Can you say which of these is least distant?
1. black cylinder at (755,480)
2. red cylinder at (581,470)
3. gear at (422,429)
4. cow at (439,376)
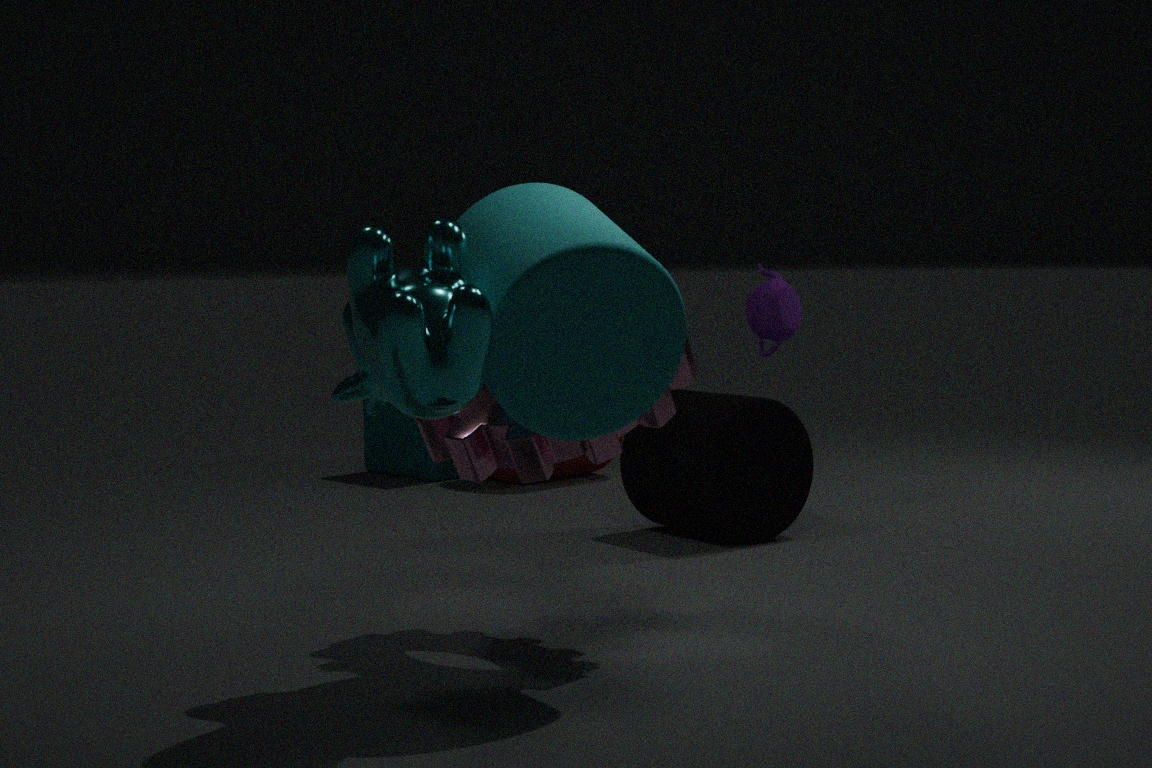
cow at (439,376)
